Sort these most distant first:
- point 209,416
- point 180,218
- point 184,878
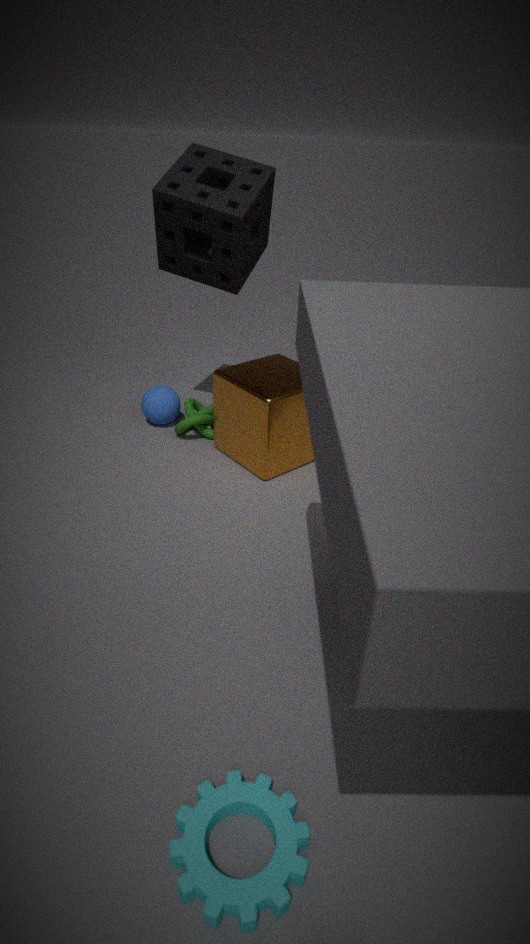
point 209,416 → point 180,218 → point 184,878
